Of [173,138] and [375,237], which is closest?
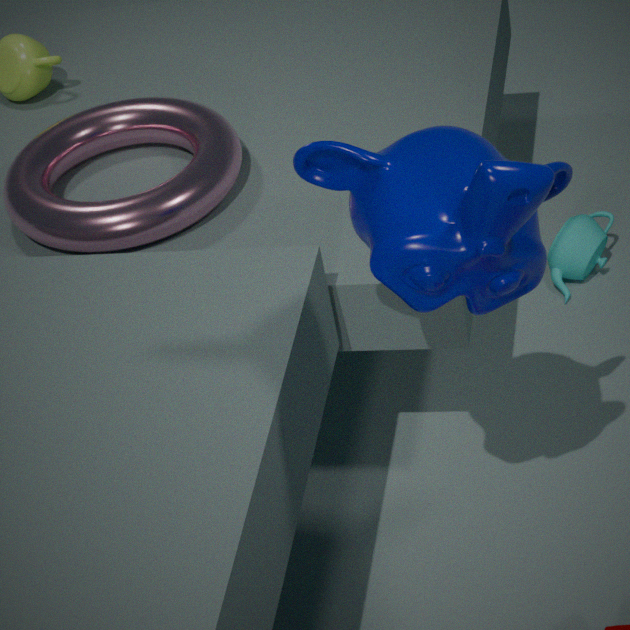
[375,237]
